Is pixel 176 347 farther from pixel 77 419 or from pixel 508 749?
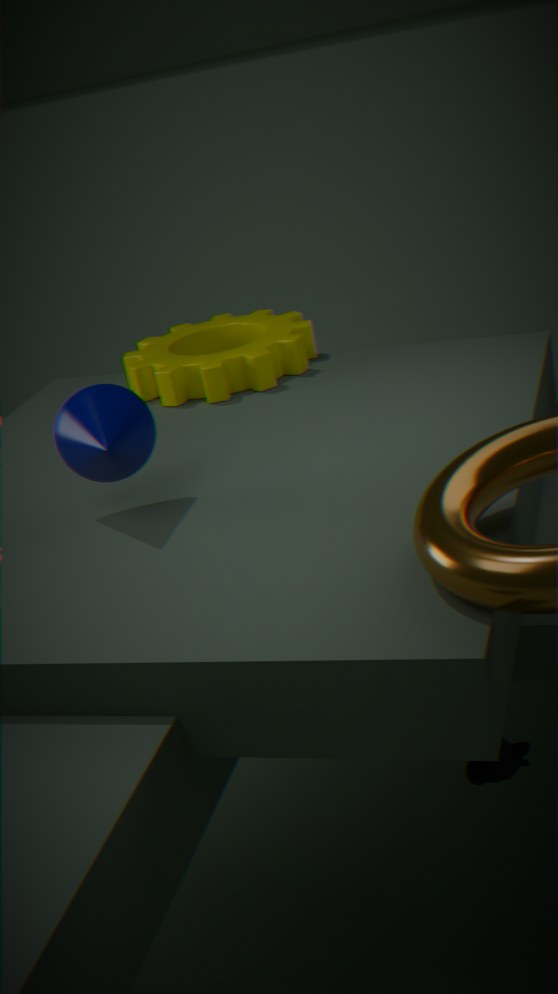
pixel 508 749
